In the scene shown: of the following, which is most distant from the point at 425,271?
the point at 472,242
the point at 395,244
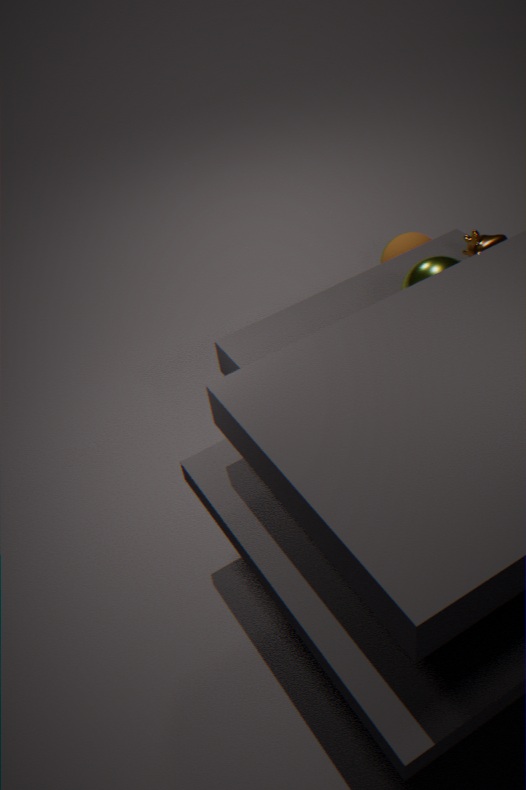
the point at 395,244
